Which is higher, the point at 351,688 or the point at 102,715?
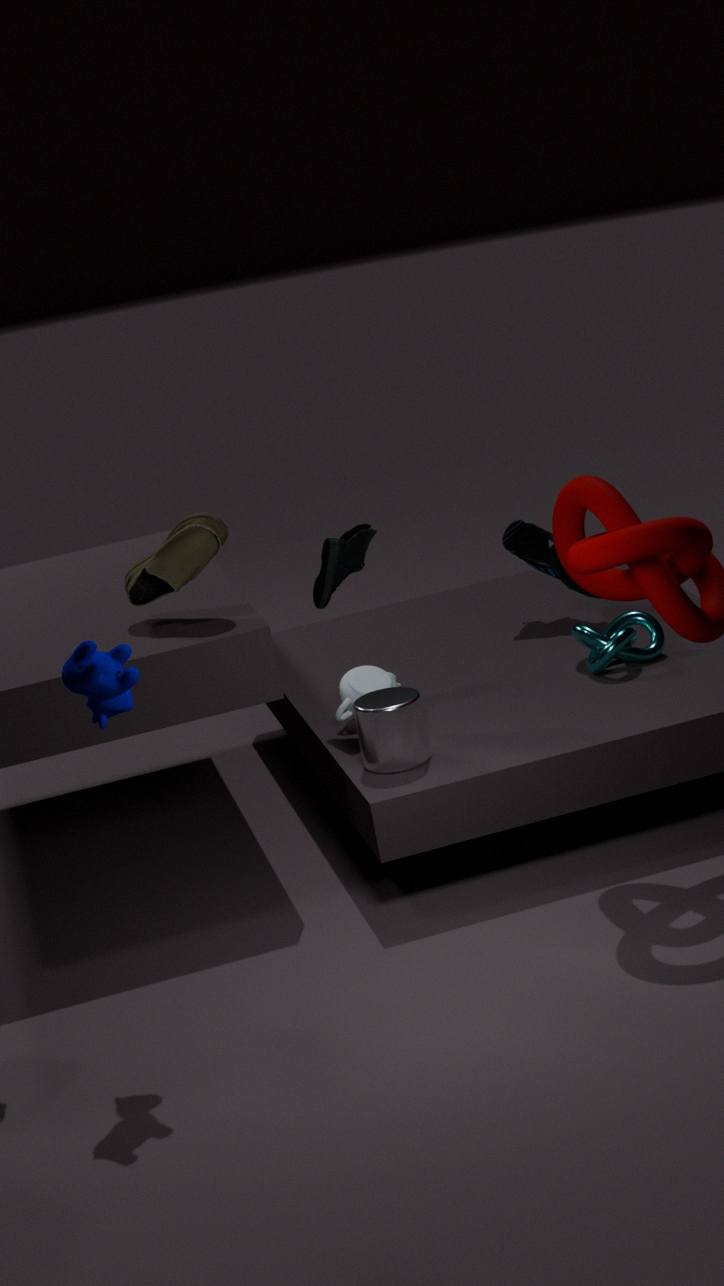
the point at 102,715
